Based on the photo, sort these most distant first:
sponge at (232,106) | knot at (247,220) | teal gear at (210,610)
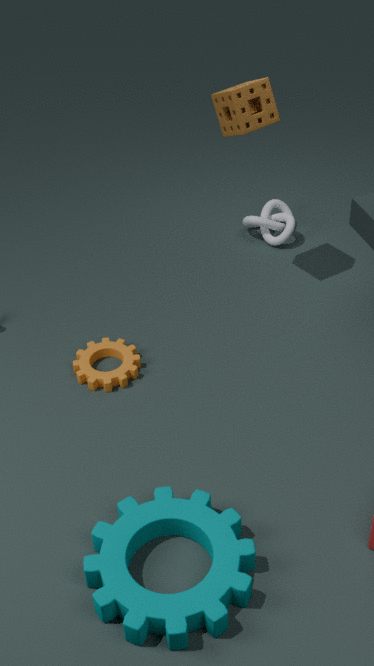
knot at (247,220) < sponge at (232,106) < teal gear at (210,610)
